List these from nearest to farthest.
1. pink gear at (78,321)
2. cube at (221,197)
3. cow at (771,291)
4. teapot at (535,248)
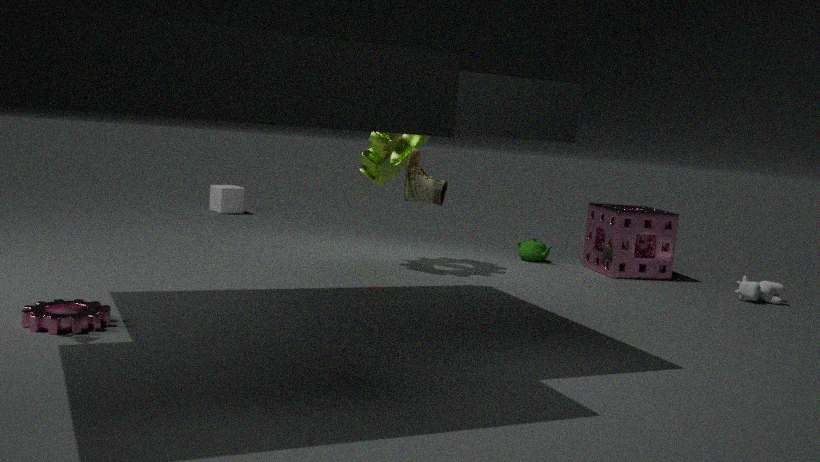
pink gear at (78,321) → cow at (771,291) → teapot at (535,248) → cube at (221,197)
